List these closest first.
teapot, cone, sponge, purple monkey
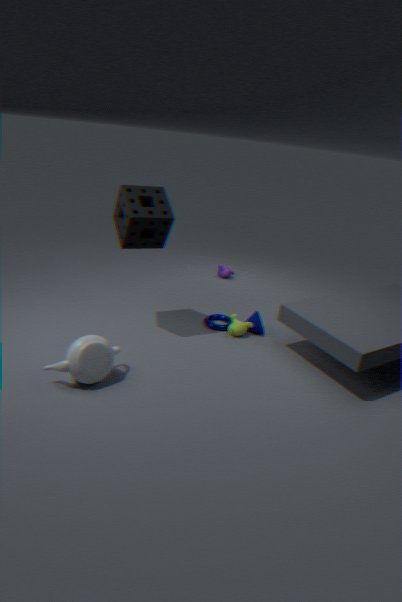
teapot, sponge, cone, purple monkey
